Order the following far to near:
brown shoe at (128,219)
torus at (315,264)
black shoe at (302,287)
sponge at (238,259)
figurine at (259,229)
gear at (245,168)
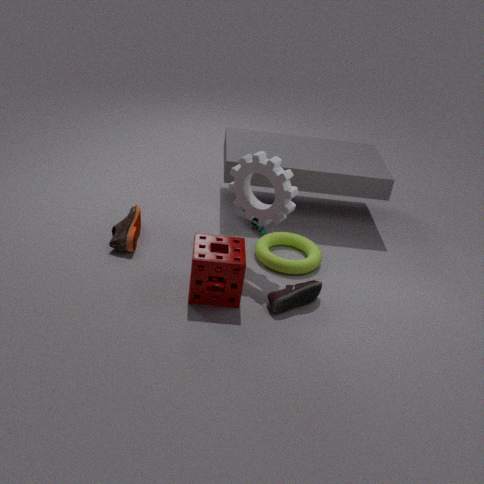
1. figurine at (259,229)
2. torus at (315,264)
3. brown shoe at (128,219)
4. gear at (245,168)
5. black shoe at (302,287)
6. sponge at (238,259)
